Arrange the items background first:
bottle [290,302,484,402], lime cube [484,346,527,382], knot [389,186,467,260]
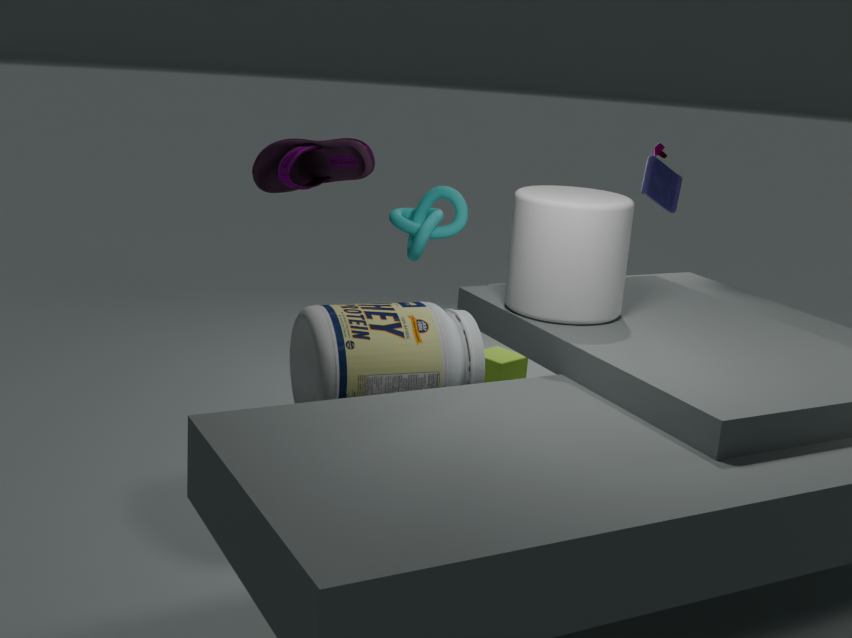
lime cube [484,346,527,382], knot [389,186,467,260], bottle [290,302,484,402]
